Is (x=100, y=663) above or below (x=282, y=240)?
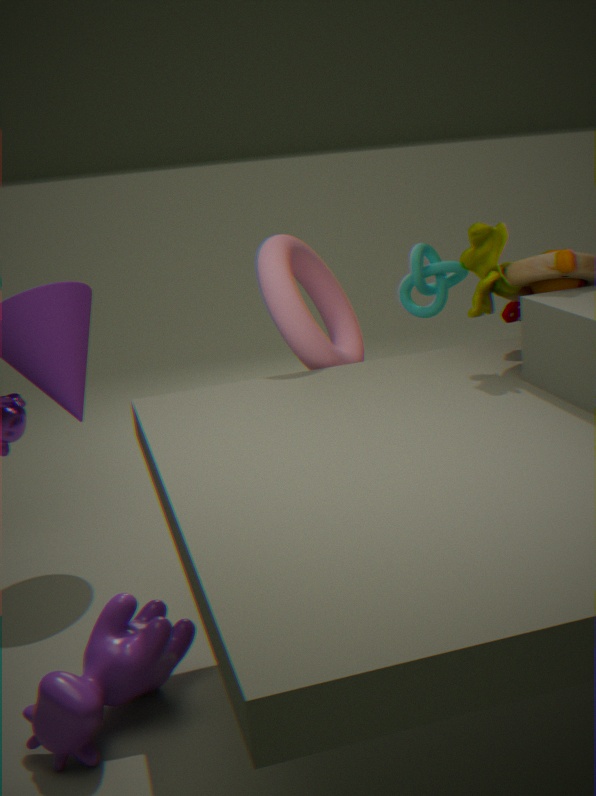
below
